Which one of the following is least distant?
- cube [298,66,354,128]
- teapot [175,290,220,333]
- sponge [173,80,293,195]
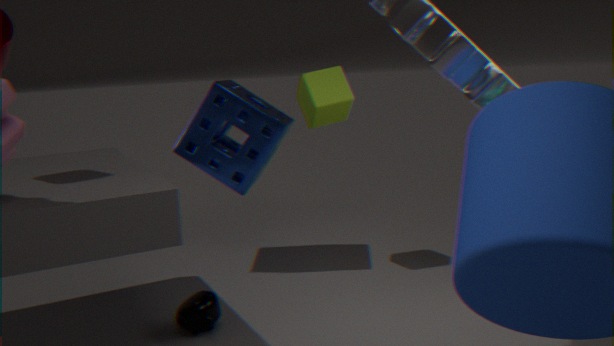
teapot [175,290,220,333]
